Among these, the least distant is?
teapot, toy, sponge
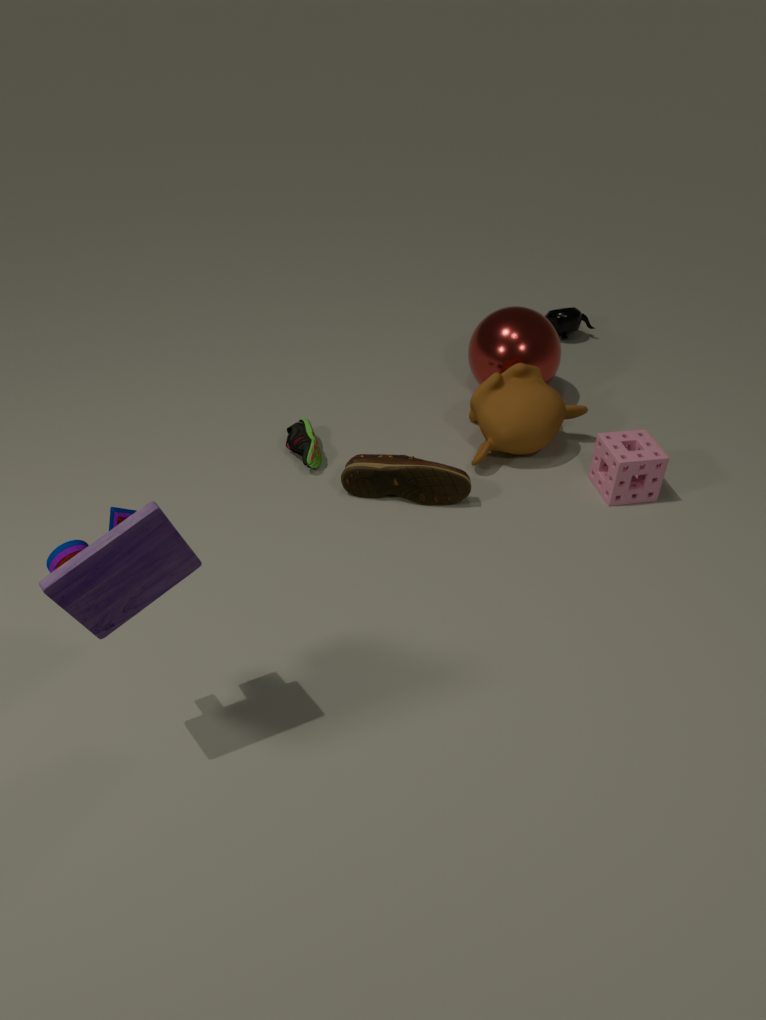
toy
